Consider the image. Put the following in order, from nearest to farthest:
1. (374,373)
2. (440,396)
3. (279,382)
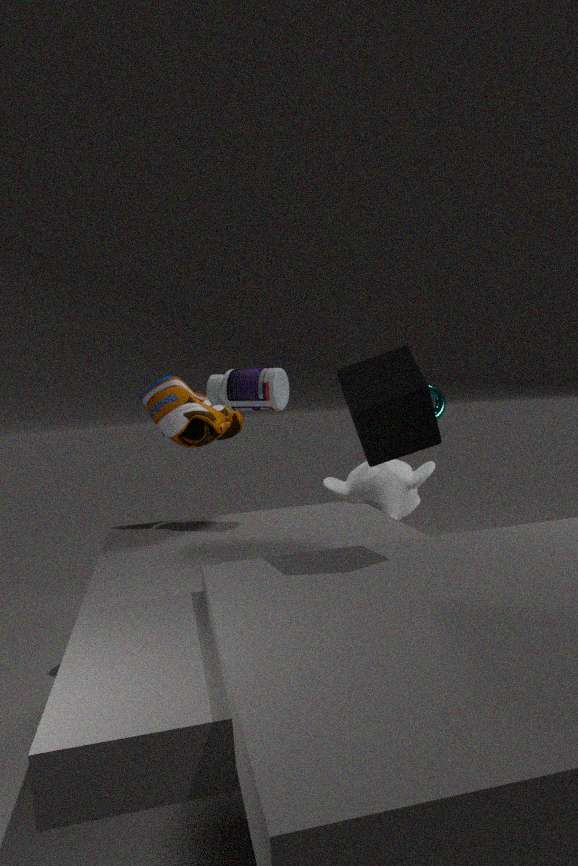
(374,373)
(279,382)
(440,396)
